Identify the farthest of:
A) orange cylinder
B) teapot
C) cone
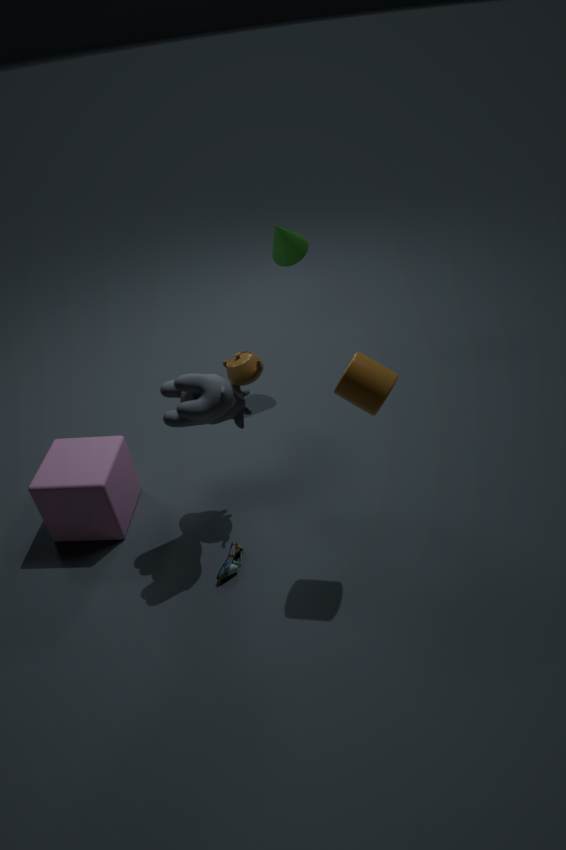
cone
